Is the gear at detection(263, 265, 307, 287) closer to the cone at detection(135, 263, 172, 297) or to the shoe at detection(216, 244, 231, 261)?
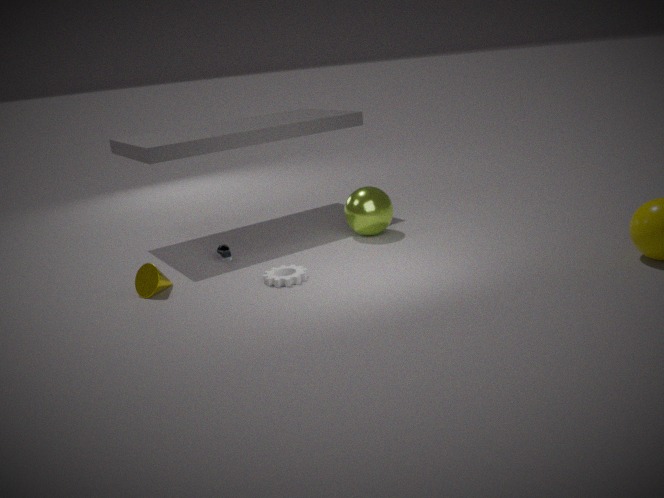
the shoe at detection(216, 244, 231, 261)
